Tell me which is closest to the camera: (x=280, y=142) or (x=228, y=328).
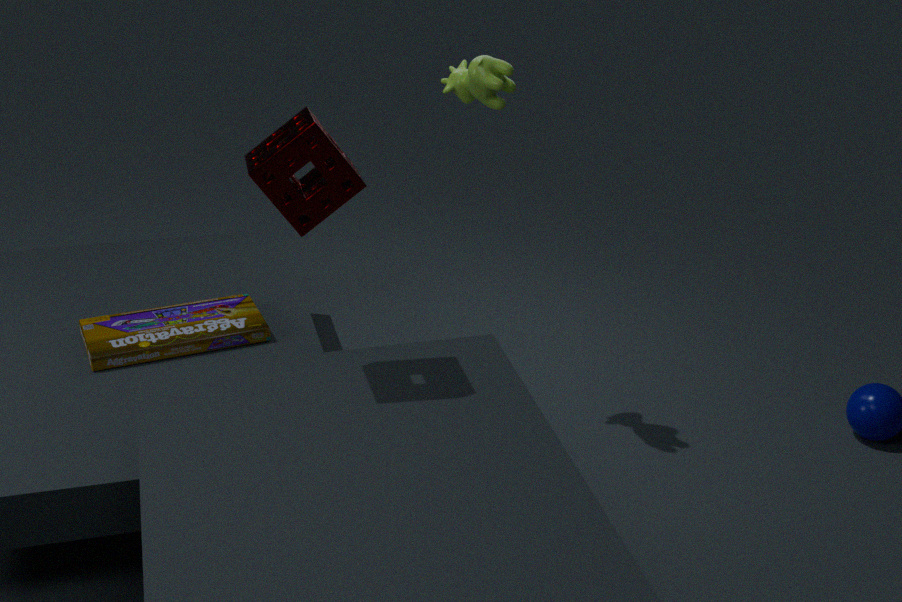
(x=280, y=142)
